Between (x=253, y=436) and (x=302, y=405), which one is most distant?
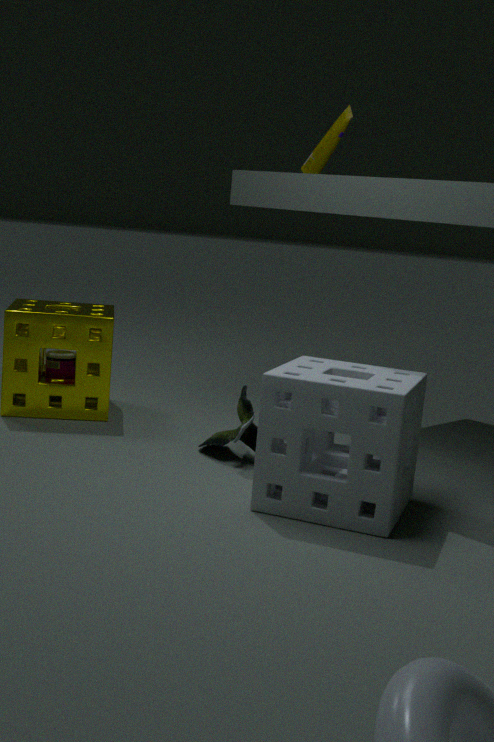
(x=253, y=436)
